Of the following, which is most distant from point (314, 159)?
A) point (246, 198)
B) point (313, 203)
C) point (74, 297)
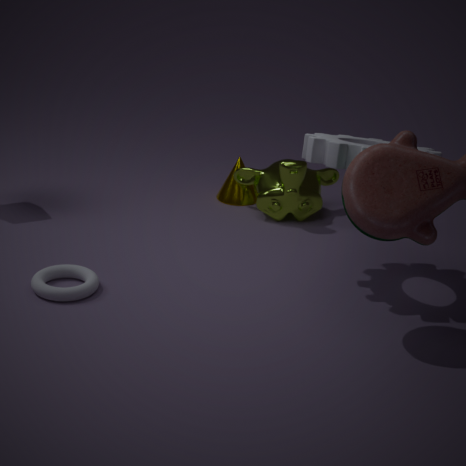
point (74, 297)
